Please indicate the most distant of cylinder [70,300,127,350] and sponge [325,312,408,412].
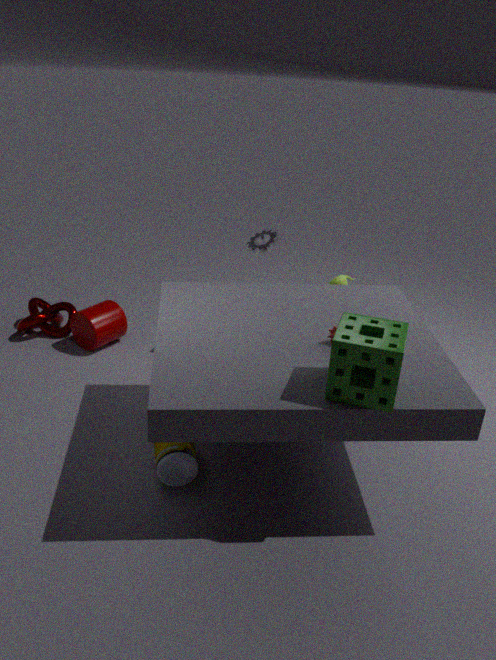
cylinder [70,300,127,350]
